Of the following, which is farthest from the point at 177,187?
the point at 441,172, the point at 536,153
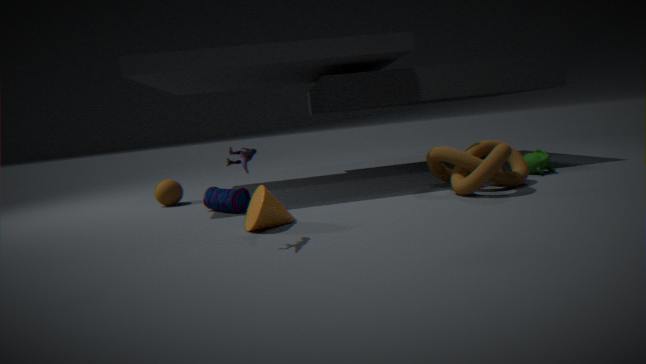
the point at 536,153
